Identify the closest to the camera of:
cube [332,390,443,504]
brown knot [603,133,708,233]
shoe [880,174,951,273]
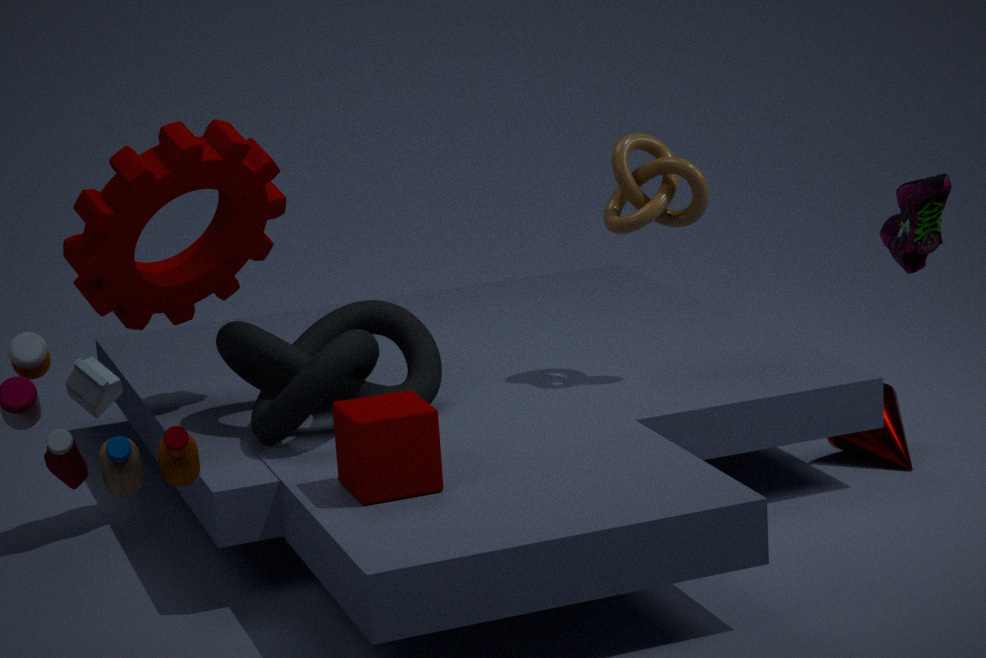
shoe [880,174,951,273]
